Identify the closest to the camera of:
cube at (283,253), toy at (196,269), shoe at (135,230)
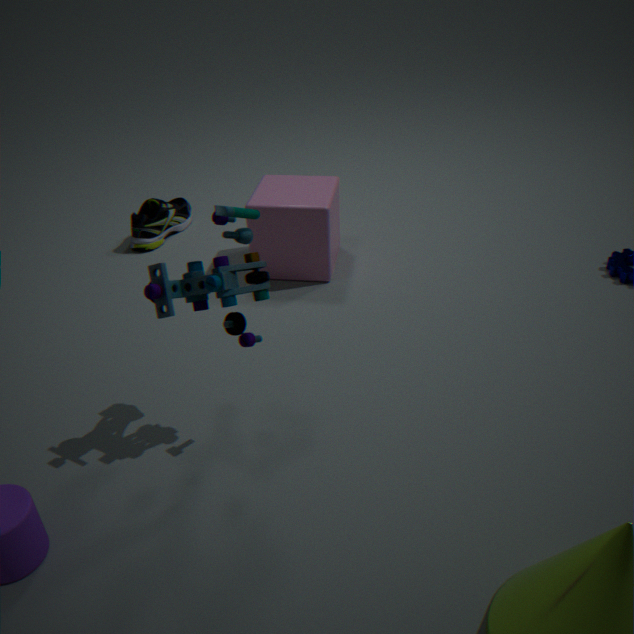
toy at (196,269)
